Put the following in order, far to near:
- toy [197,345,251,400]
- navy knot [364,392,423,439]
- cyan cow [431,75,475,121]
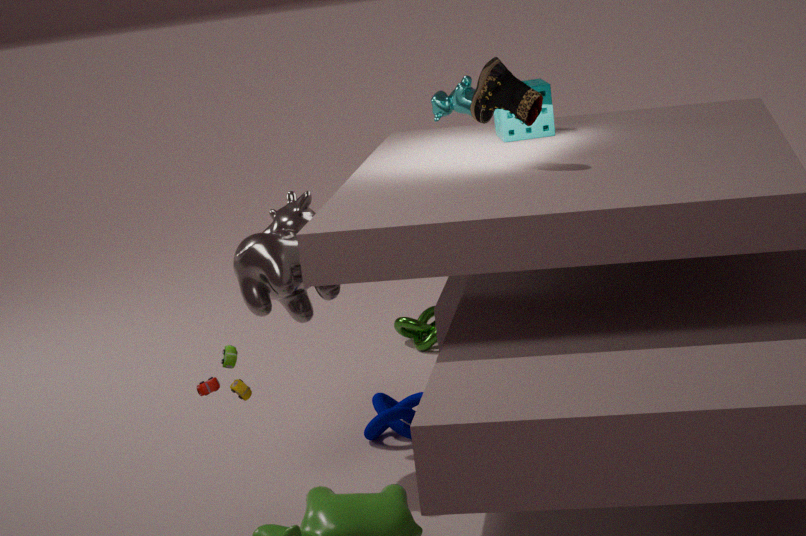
cyan cow [431,75,475,121]
navy knot [364,392,423,439]
toy [197,345,251,400]
